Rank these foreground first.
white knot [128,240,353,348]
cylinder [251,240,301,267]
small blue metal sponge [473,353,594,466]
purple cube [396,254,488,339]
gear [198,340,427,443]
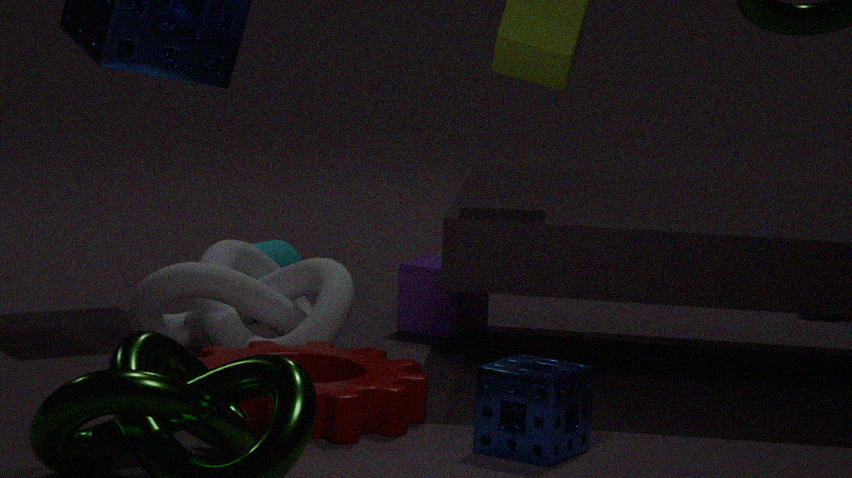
small blue metal sponge [473,353,594,466]
gear [198,340,427,443]
white knot [128,240,353,348]
purple cube [396,254,488,339]
cylinder [251,240,301,267]
